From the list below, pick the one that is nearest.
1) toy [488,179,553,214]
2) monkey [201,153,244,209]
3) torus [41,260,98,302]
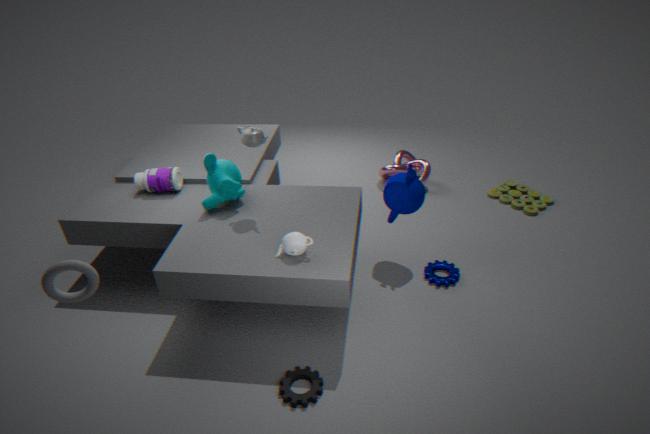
3. torus [41,260,98,302]
